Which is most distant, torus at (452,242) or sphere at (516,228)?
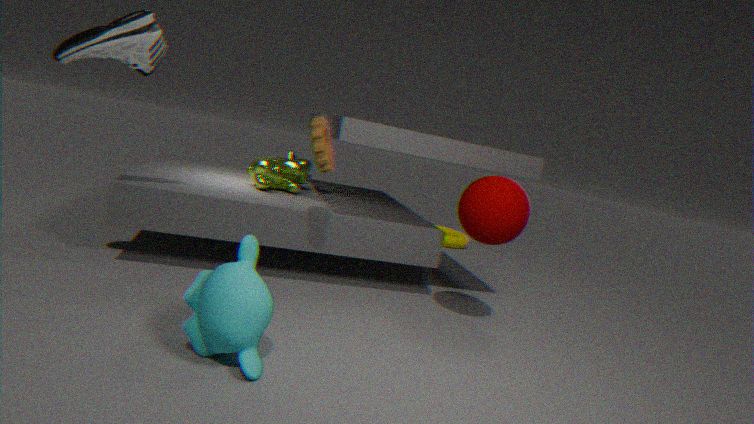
torus at (452,242)
